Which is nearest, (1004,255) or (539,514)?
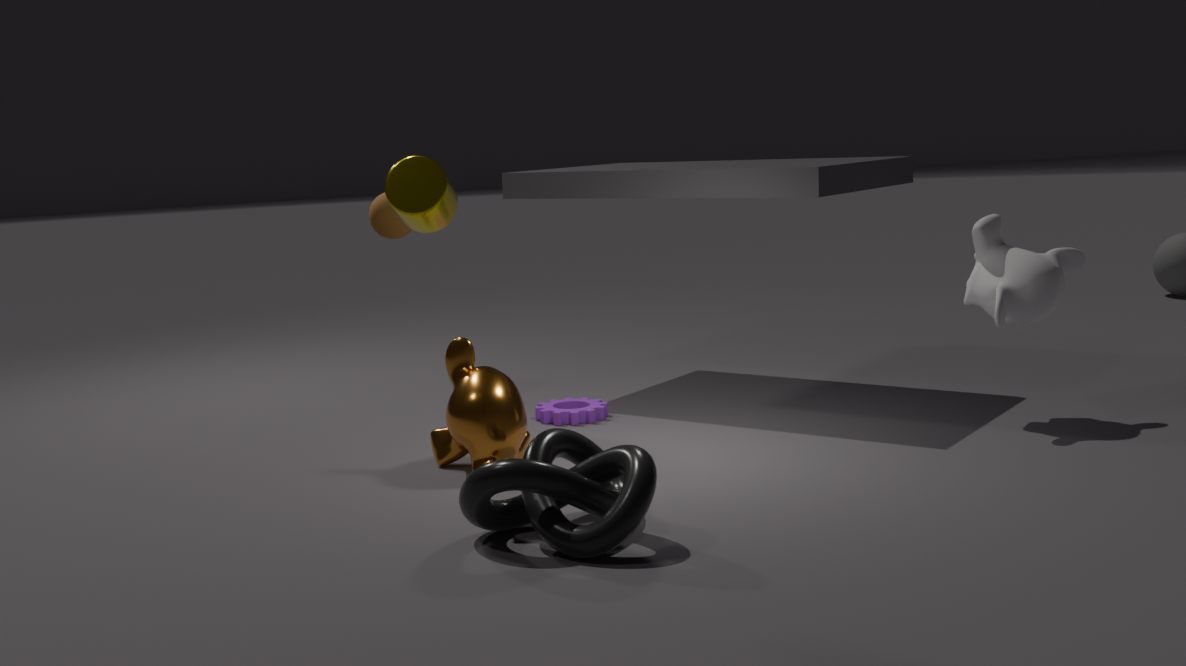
(539,514)
